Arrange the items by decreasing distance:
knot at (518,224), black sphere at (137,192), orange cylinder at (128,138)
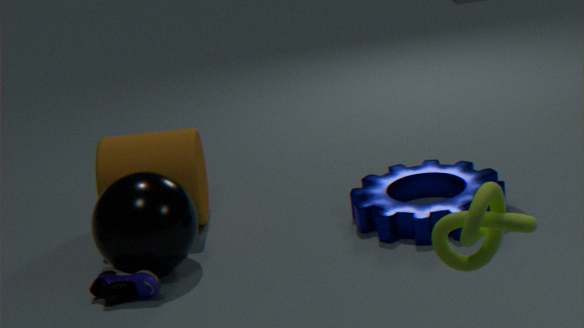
orange cylinder at (128,138) < black sphere at (137,192) < knot at (518,224)
